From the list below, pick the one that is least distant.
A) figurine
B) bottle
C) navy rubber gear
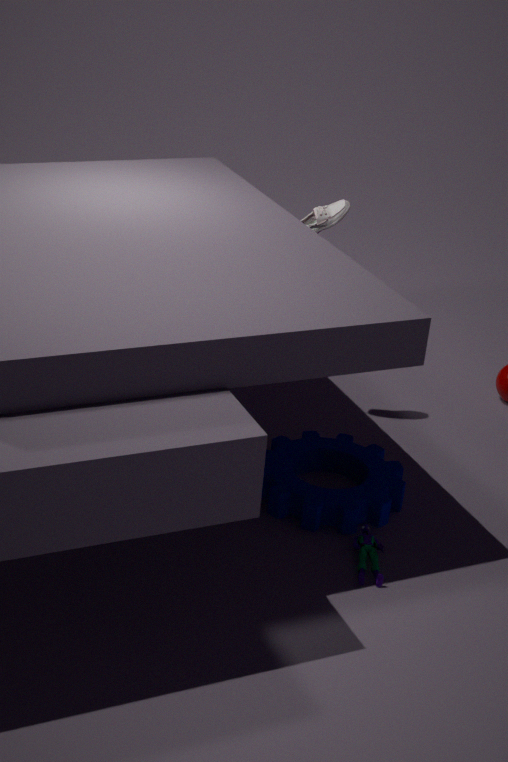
figurine
